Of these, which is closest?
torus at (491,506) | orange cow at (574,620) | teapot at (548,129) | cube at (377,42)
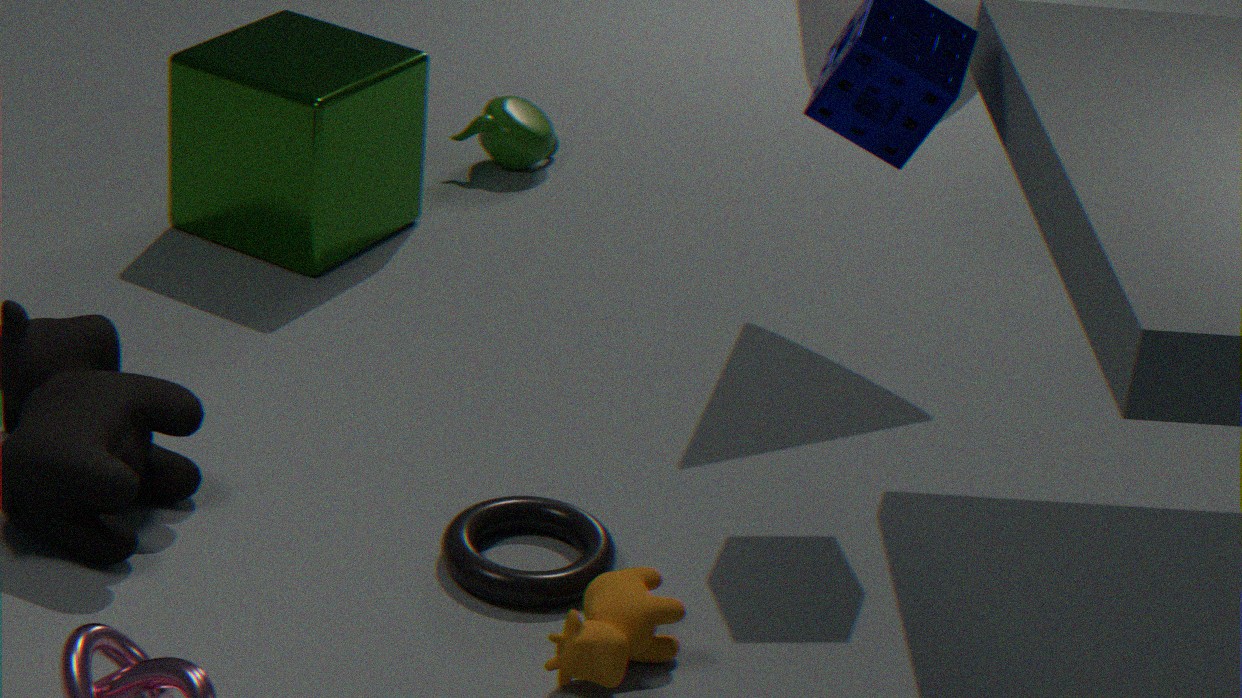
orange cow at (574,620)
